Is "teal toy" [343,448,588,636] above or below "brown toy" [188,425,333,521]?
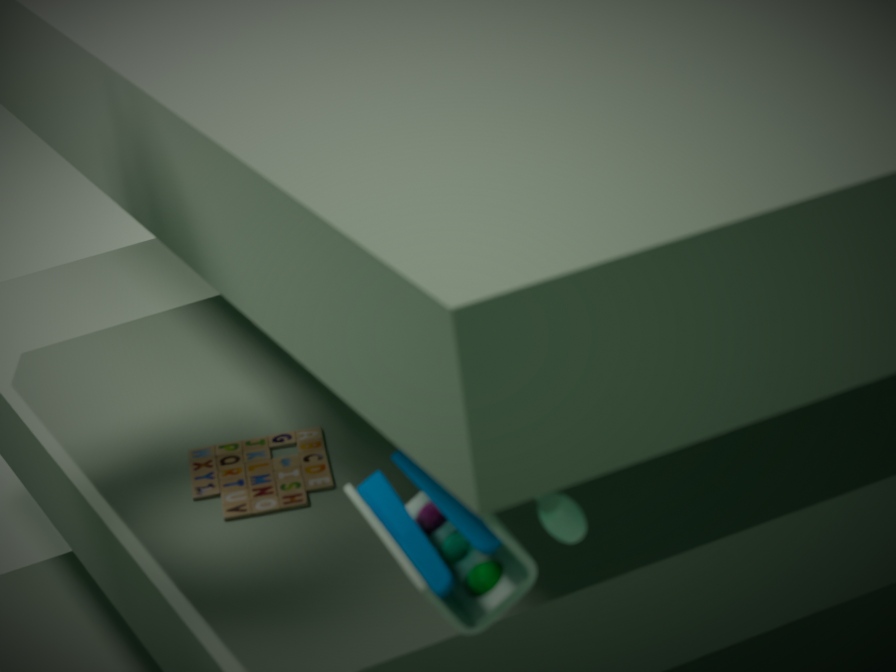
above
